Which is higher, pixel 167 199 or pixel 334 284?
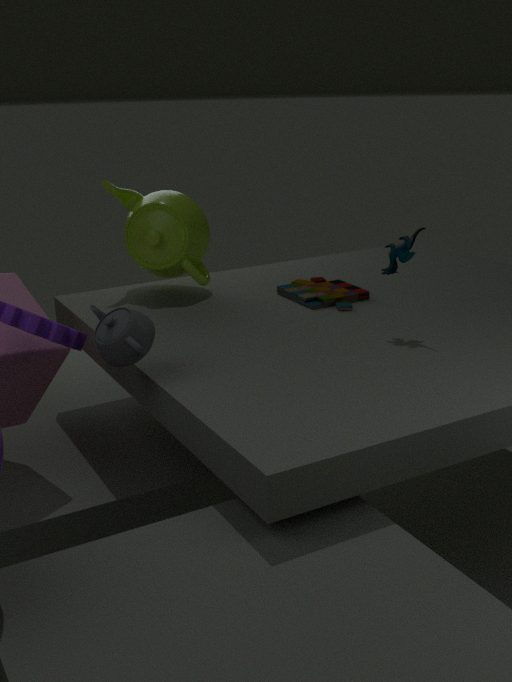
pixel 167 199
